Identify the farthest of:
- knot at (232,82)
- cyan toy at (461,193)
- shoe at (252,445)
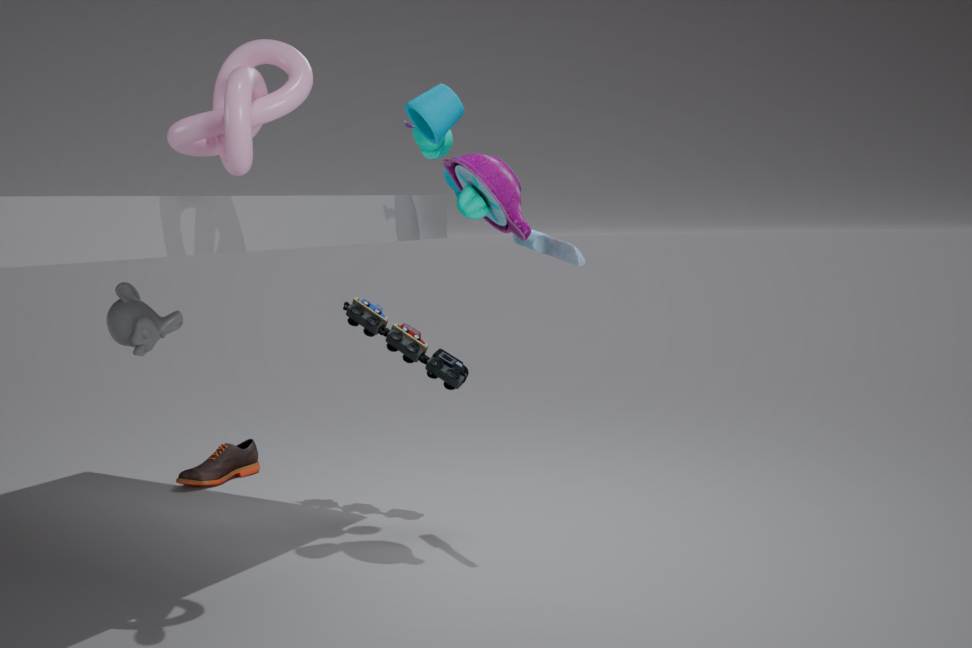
shoe at (252,445)
